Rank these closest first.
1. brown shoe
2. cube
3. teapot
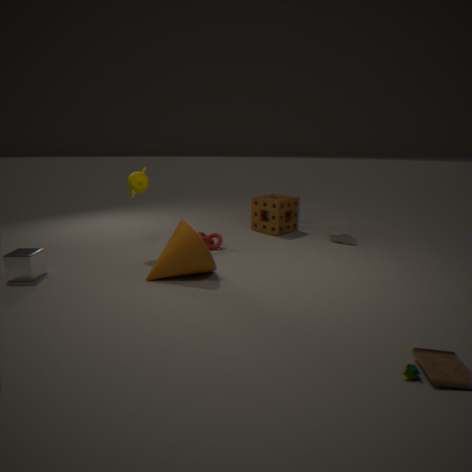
cube, teapot, brown shoe
